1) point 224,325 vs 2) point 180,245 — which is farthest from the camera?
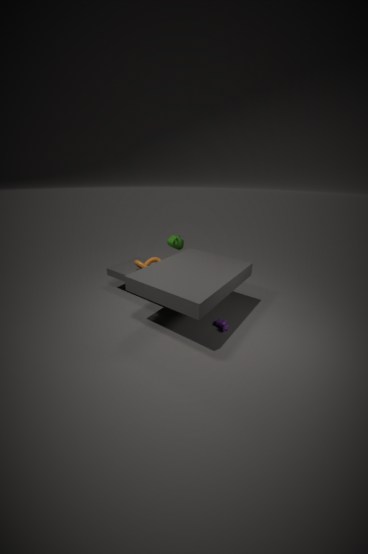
2. point 180,245
